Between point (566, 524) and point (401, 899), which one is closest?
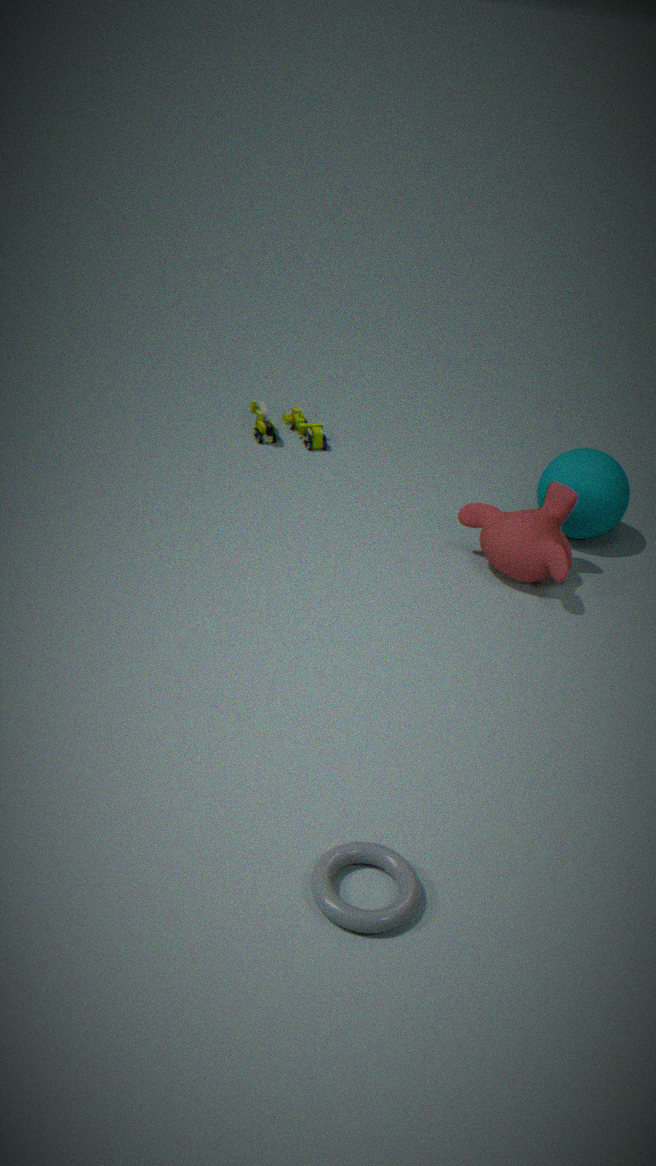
point (401, 899)
